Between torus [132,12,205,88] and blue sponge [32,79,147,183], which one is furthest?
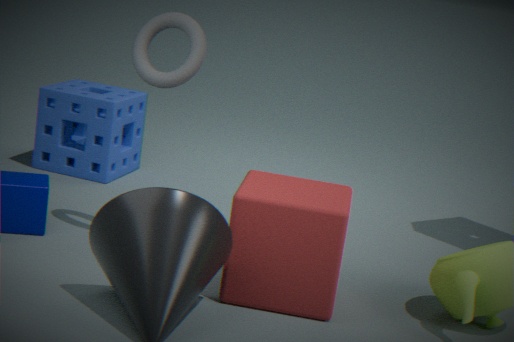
blue sponge [32,79,147,183]
